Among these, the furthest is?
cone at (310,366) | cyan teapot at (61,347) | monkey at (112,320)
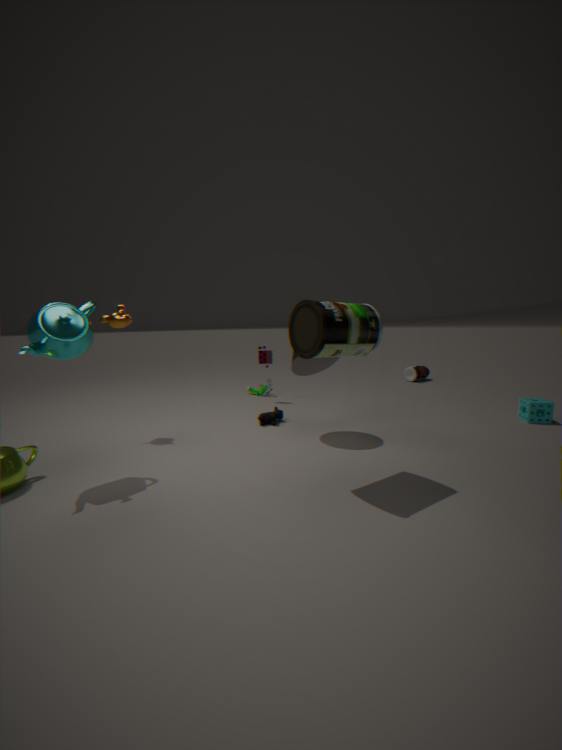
monkey at (112,320)
